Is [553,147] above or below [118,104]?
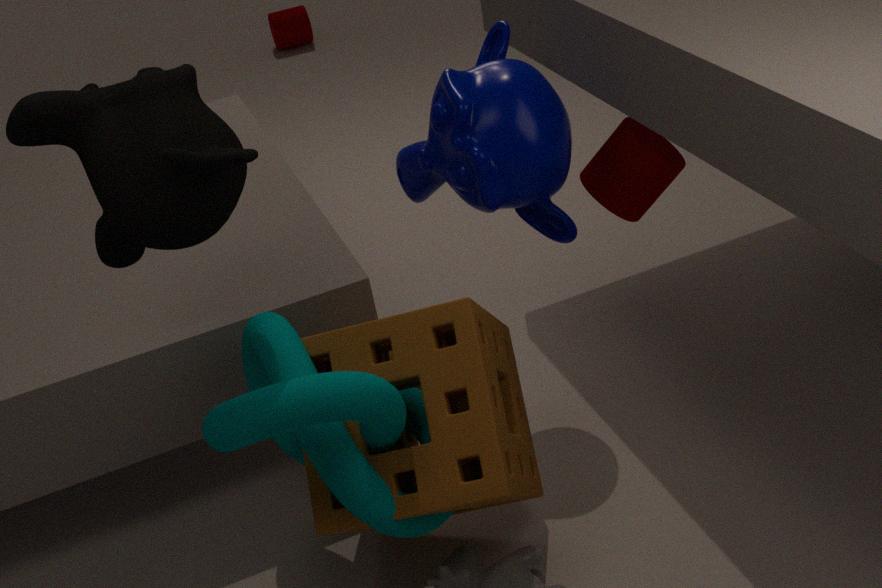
below
